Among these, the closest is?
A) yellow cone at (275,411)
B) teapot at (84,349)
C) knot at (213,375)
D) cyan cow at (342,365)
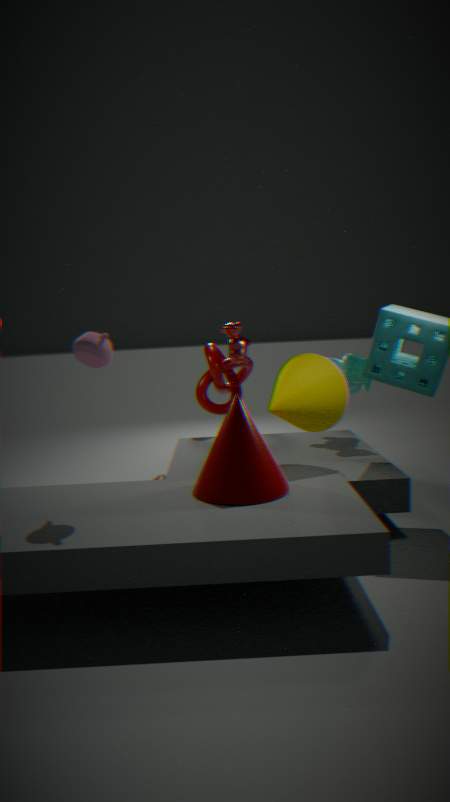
teapot at (84,349)
